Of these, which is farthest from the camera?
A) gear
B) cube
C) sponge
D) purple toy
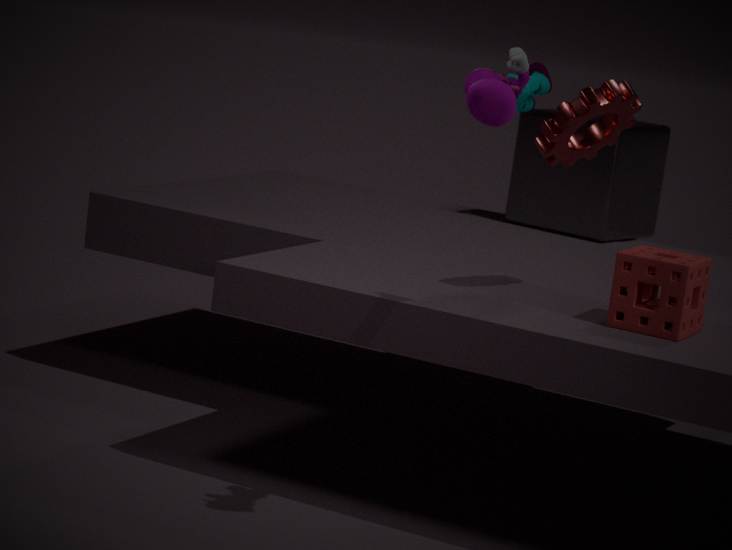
cube
